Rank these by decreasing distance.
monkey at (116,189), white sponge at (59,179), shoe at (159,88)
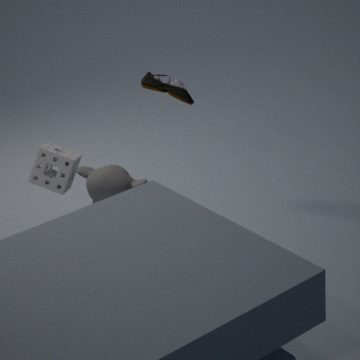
shoe at (159,88) → monkey at (116,189) → white sponge at (59,179)
